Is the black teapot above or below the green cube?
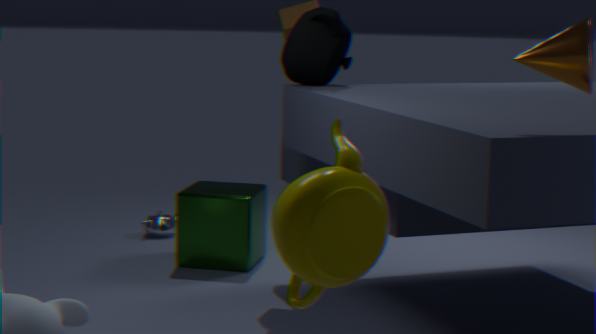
above
